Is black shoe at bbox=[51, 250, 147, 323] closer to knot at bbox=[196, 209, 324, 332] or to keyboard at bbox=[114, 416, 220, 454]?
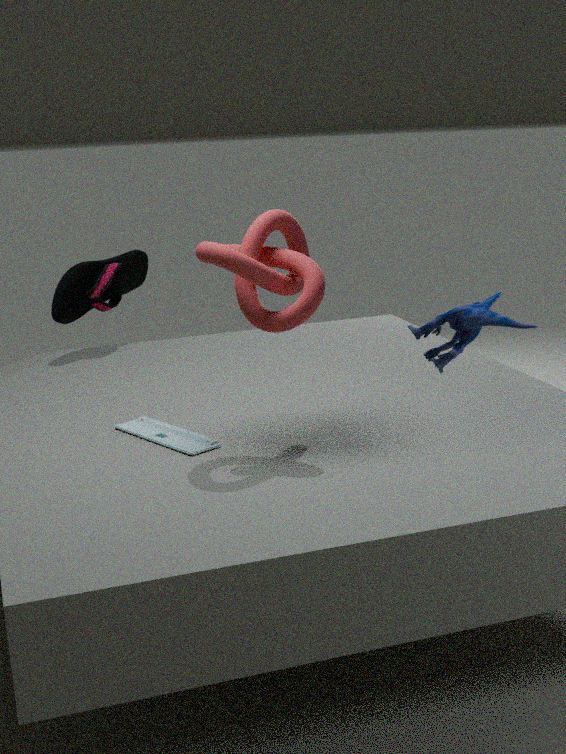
keyboard at bbox=[114, 416, 220, 454]
